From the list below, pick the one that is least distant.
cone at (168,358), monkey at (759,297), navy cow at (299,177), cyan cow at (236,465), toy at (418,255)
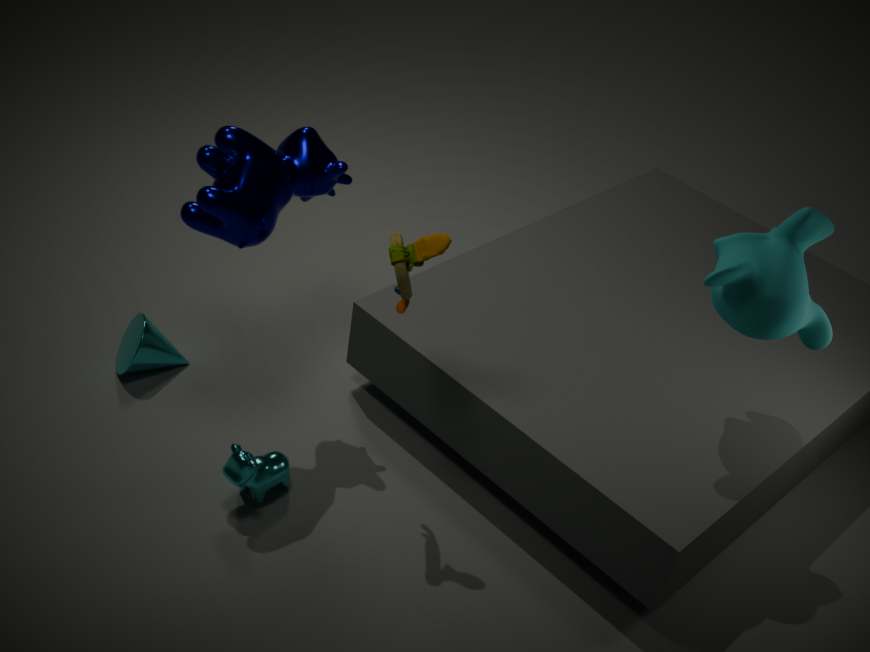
toy at (418,255)
